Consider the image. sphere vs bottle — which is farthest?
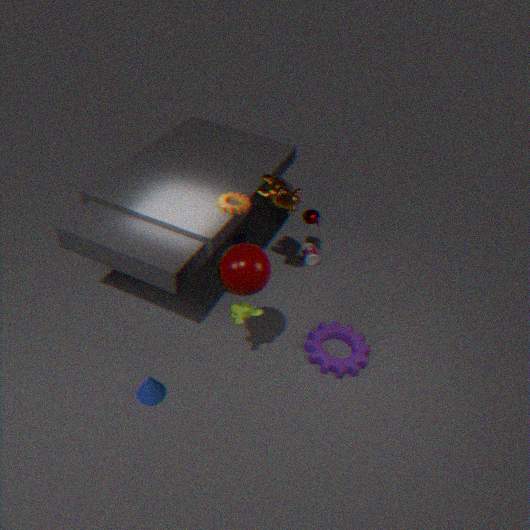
bottle
